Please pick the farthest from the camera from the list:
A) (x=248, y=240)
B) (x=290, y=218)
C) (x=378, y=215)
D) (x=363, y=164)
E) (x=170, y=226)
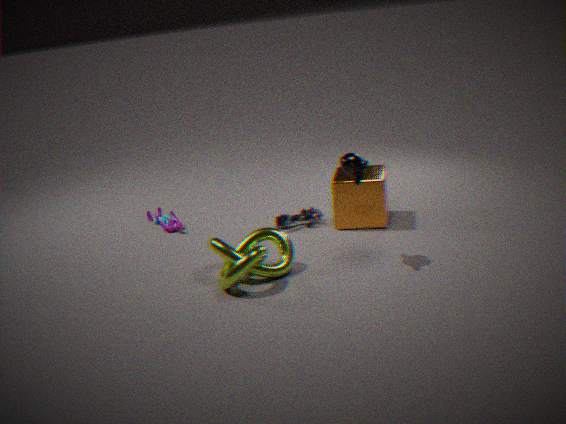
(x=170, y=226)
